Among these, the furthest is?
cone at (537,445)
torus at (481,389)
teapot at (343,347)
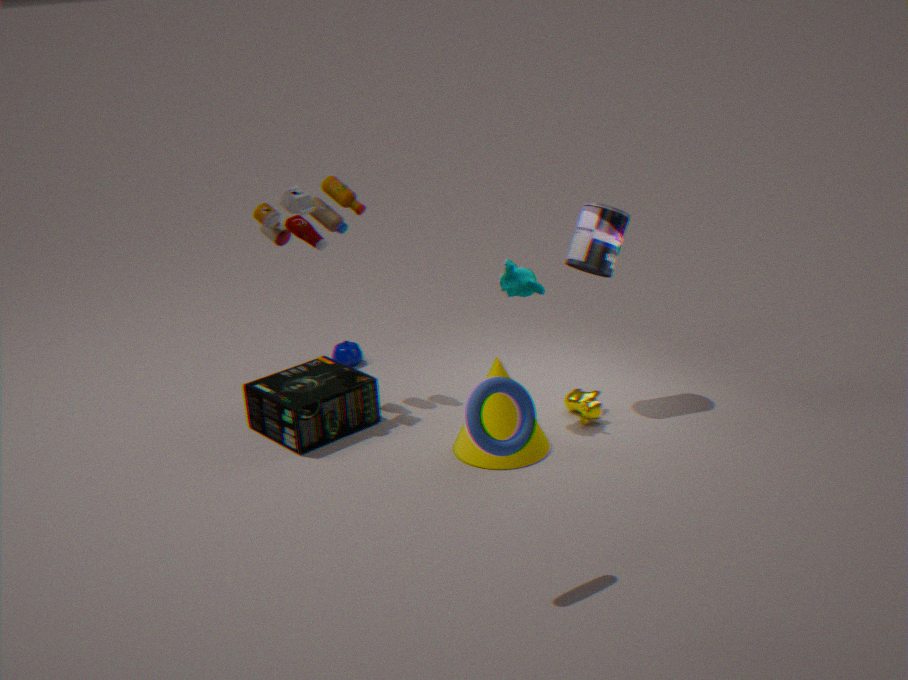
teapot at (343,347)
